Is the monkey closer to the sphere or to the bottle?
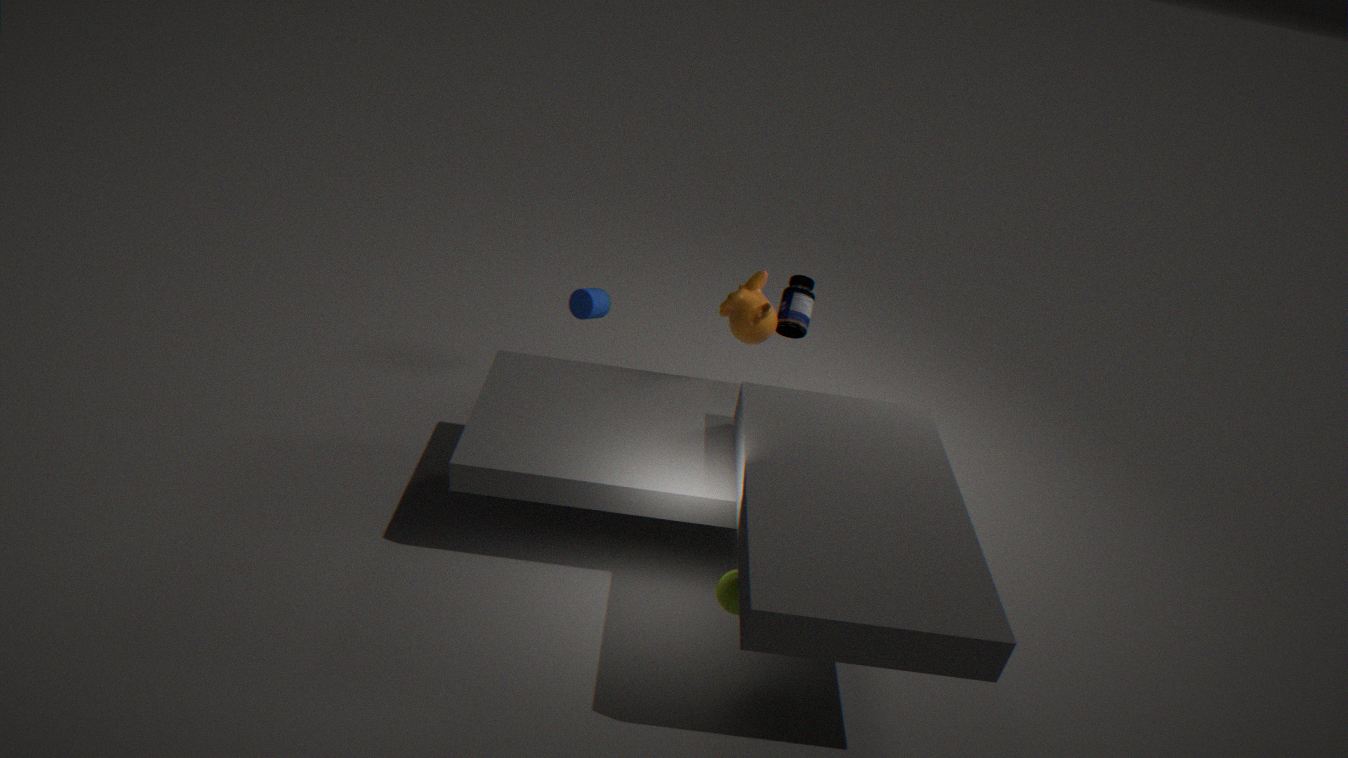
the bottle
